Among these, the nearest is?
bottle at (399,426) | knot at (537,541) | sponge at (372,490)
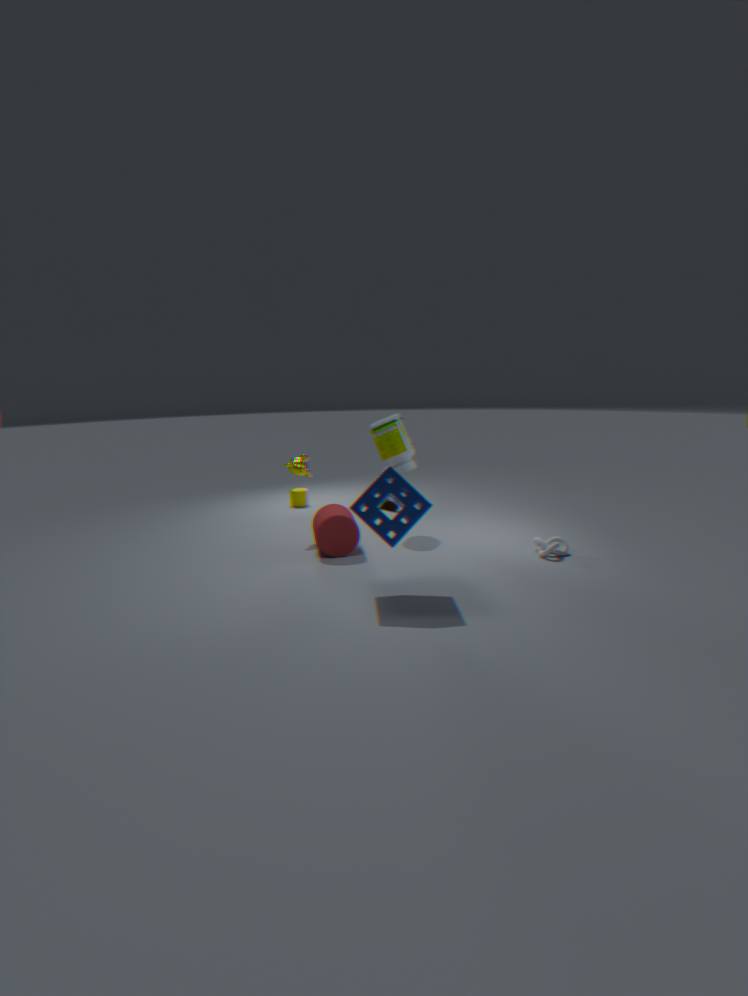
sponge at (372,490)
